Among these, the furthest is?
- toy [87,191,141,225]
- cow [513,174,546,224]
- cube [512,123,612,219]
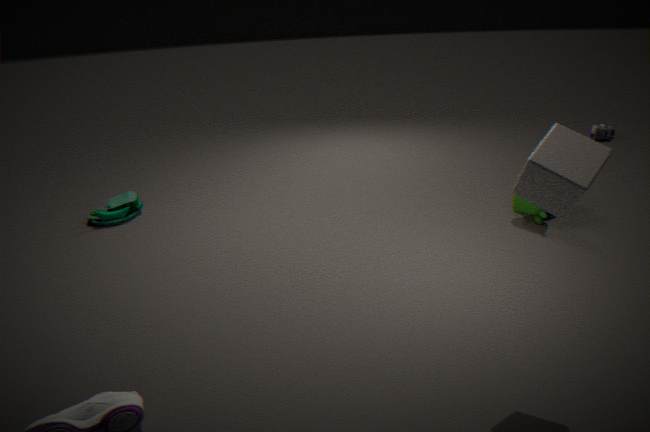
toy [87,191,141,225]
